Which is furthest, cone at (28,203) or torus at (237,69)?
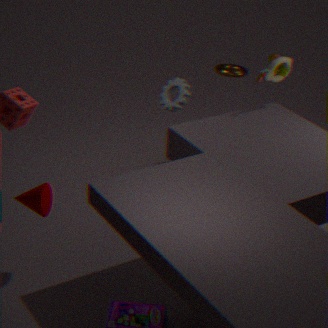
torus at (237,69)
